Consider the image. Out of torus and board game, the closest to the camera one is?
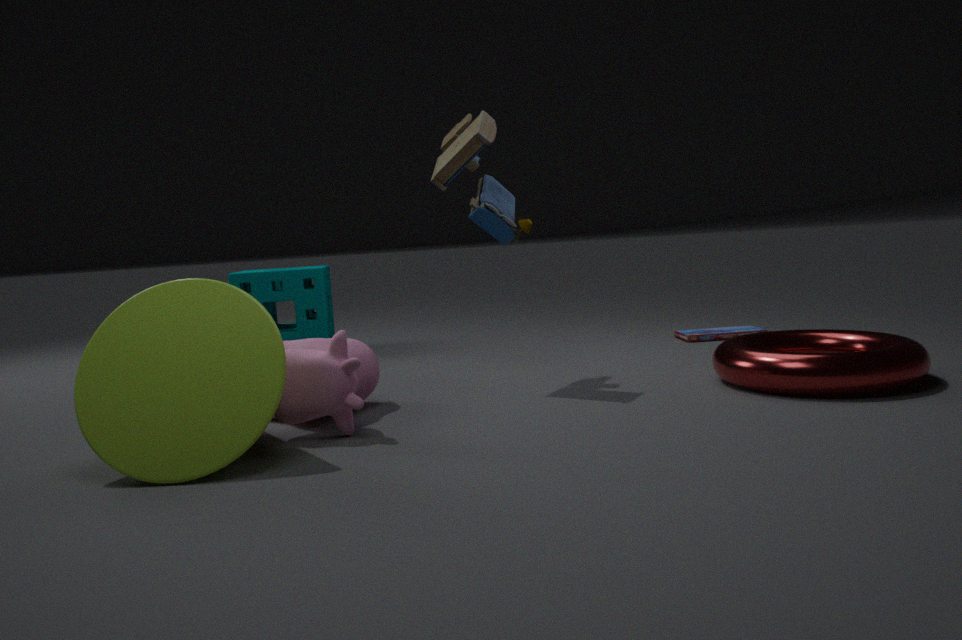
torus
